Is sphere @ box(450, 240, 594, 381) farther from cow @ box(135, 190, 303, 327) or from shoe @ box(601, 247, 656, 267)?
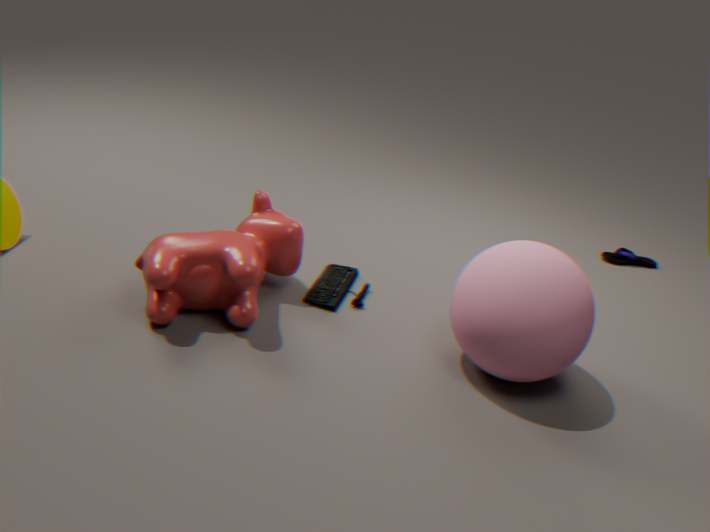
shoe @ box(601, 247, 656, 267)
